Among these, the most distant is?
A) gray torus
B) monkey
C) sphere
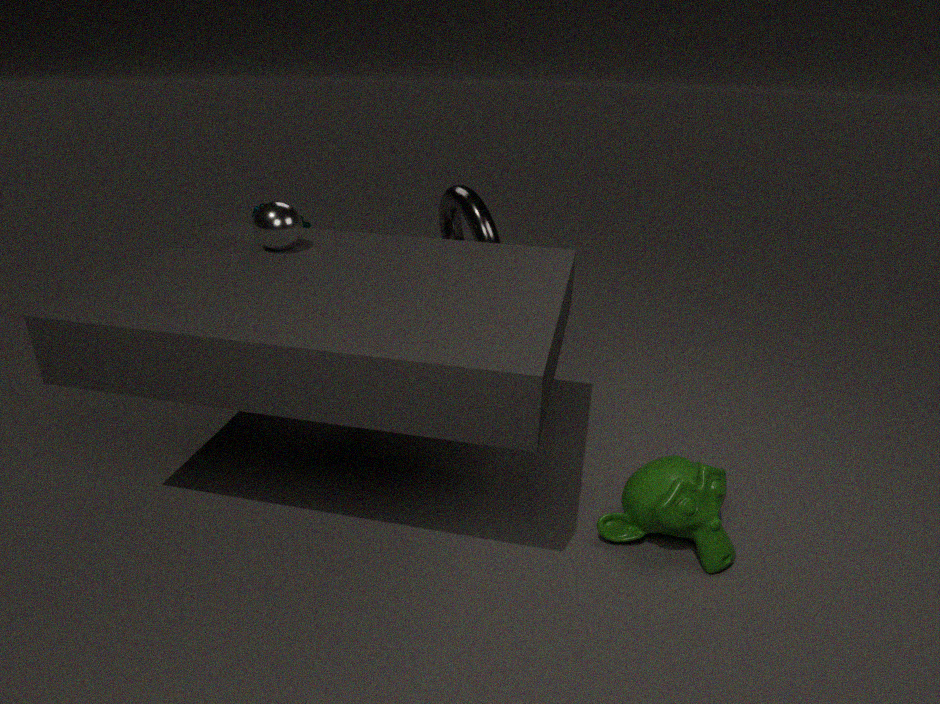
gray torus
